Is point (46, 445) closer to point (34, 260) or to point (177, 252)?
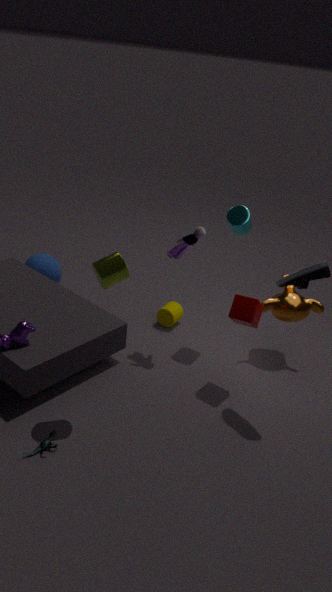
point (177, 252)
